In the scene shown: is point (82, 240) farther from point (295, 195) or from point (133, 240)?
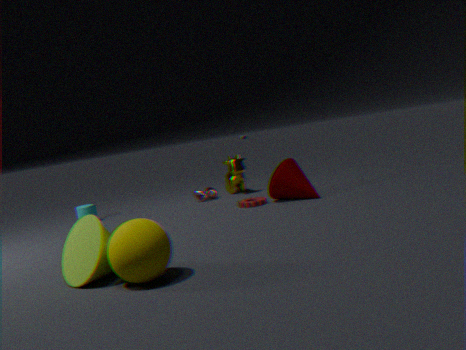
point (295, 195)
